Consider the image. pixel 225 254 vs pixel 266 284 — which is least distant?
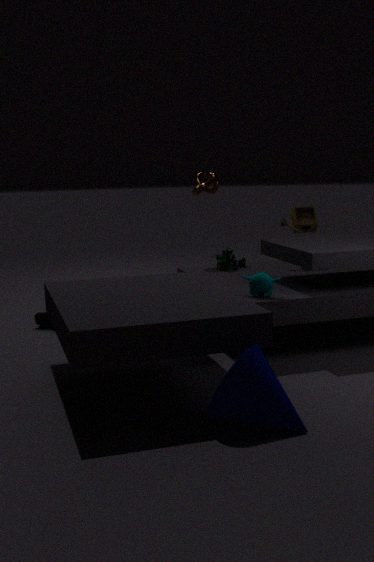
pixel 266 284
